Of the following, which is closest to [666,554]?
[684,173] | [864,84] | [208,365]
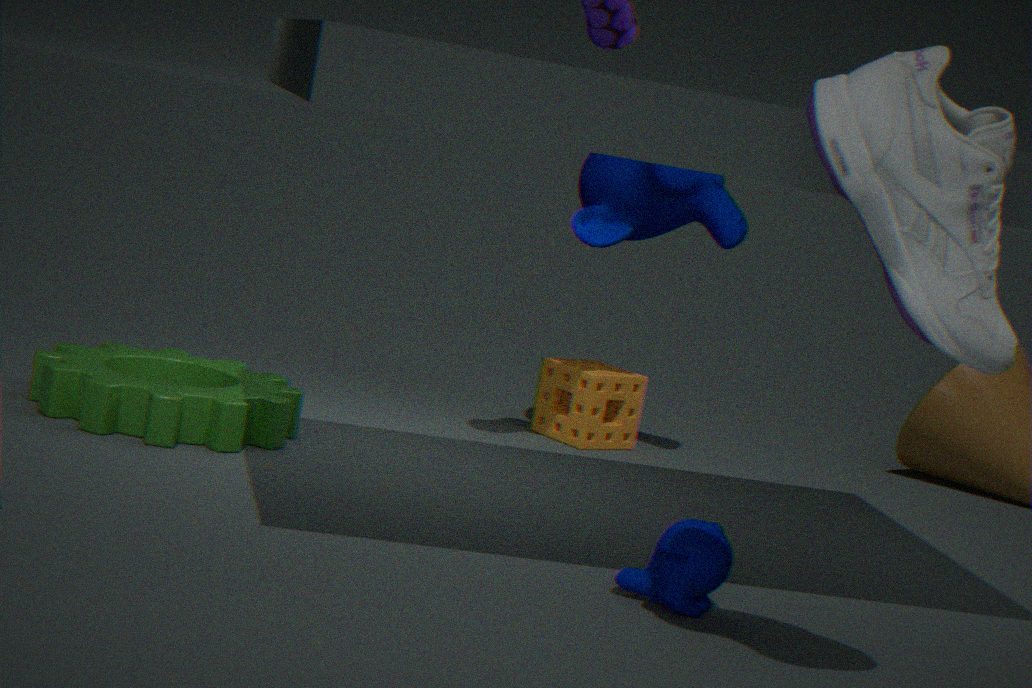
[864,84]
